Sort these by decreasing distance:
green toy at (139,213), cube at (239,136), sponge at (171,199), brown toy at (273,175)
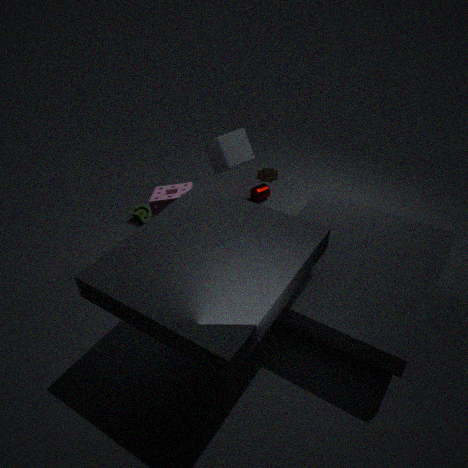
green toy at (139,213) → cube at (239,136) → brown toy at (273,175) → sponge at (171,199)
